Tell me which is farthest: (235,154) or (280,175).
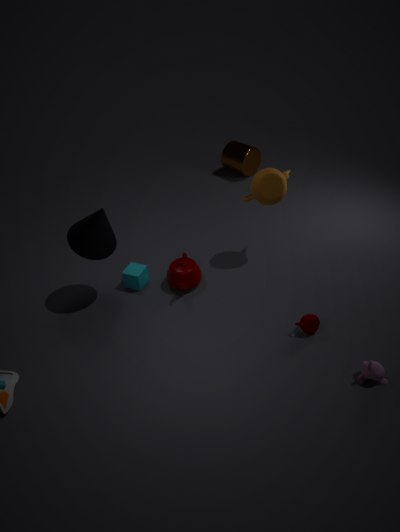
(235,154)
